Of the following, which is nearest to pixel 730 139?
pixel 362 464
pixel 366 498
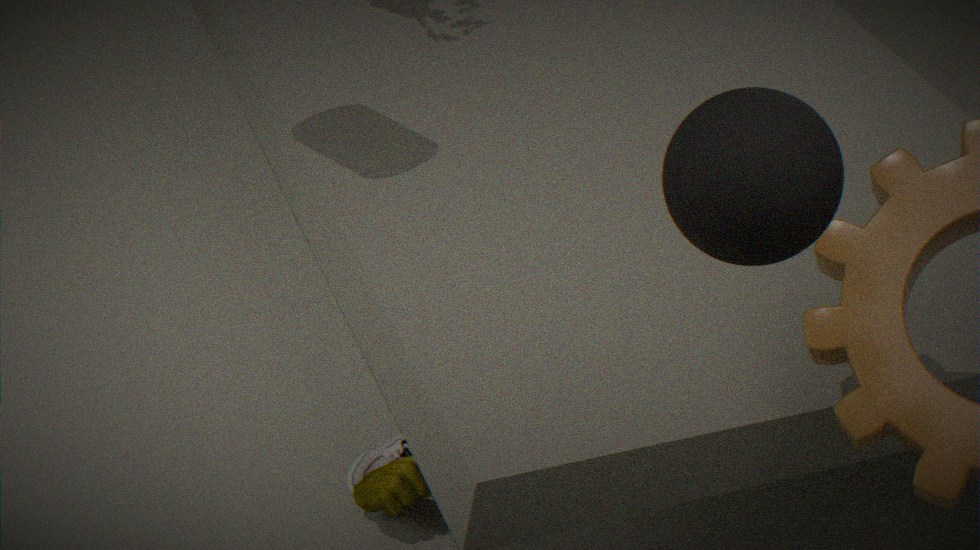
pixel 366 498
